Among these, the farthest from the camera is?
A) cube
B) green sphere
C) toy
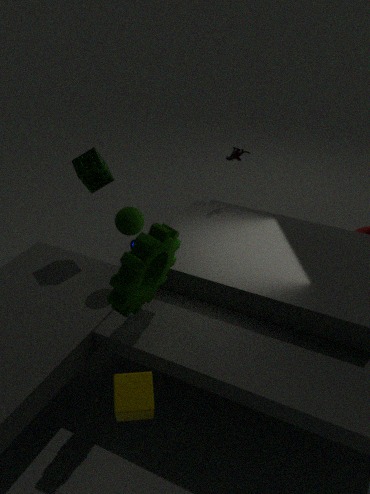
toy
